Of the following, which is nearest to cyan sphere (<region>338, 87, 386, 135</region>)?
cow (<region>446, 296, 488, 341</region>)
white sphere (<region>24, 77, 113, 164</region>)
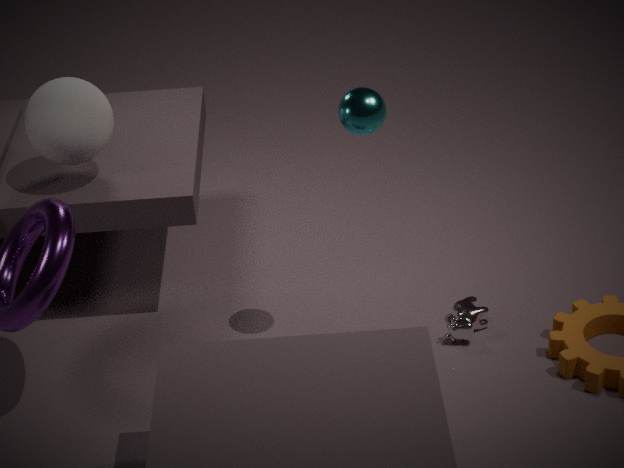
cow (<region>446, 296, 488, 341</region>)
